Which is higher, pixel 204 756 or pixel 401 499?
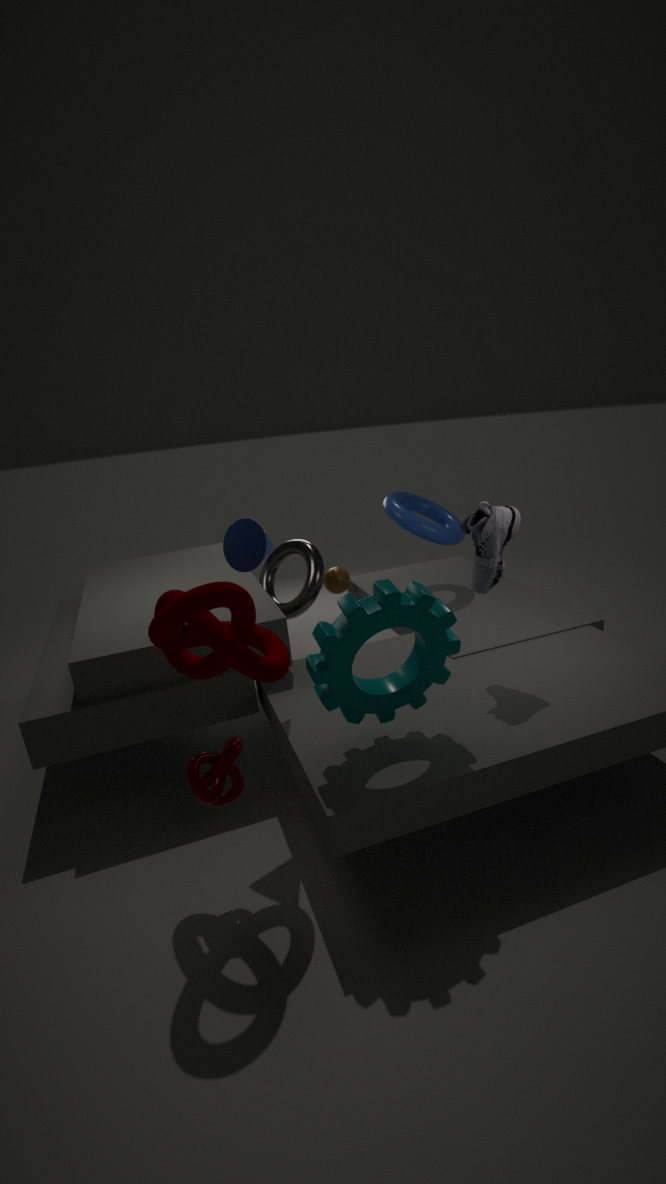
pixel 401 499
